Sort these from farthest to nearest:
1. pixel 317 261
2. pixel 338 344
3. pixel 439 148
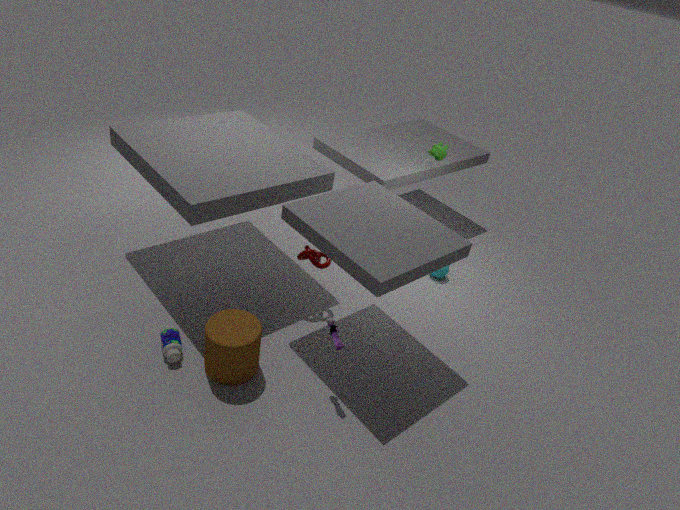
pixel 439 148, pixel 317 261, pixel 338 344
